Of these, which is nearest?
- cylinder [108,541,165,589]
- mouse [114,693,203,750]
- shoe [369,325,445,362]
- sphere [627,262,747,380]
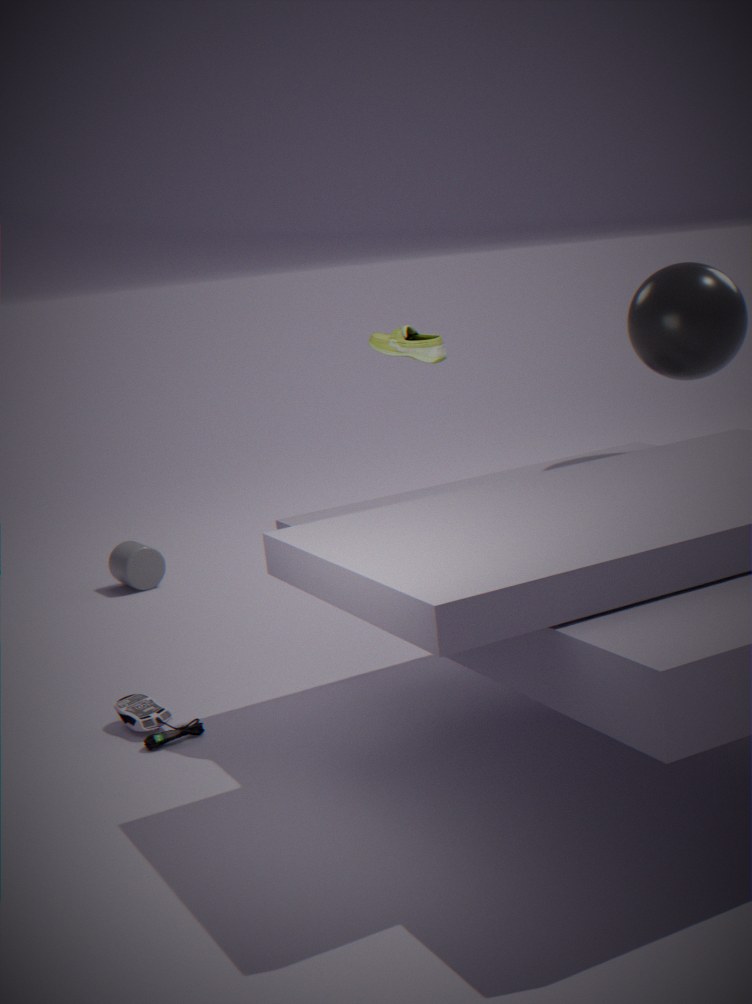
shoe [369,325,445,362]
